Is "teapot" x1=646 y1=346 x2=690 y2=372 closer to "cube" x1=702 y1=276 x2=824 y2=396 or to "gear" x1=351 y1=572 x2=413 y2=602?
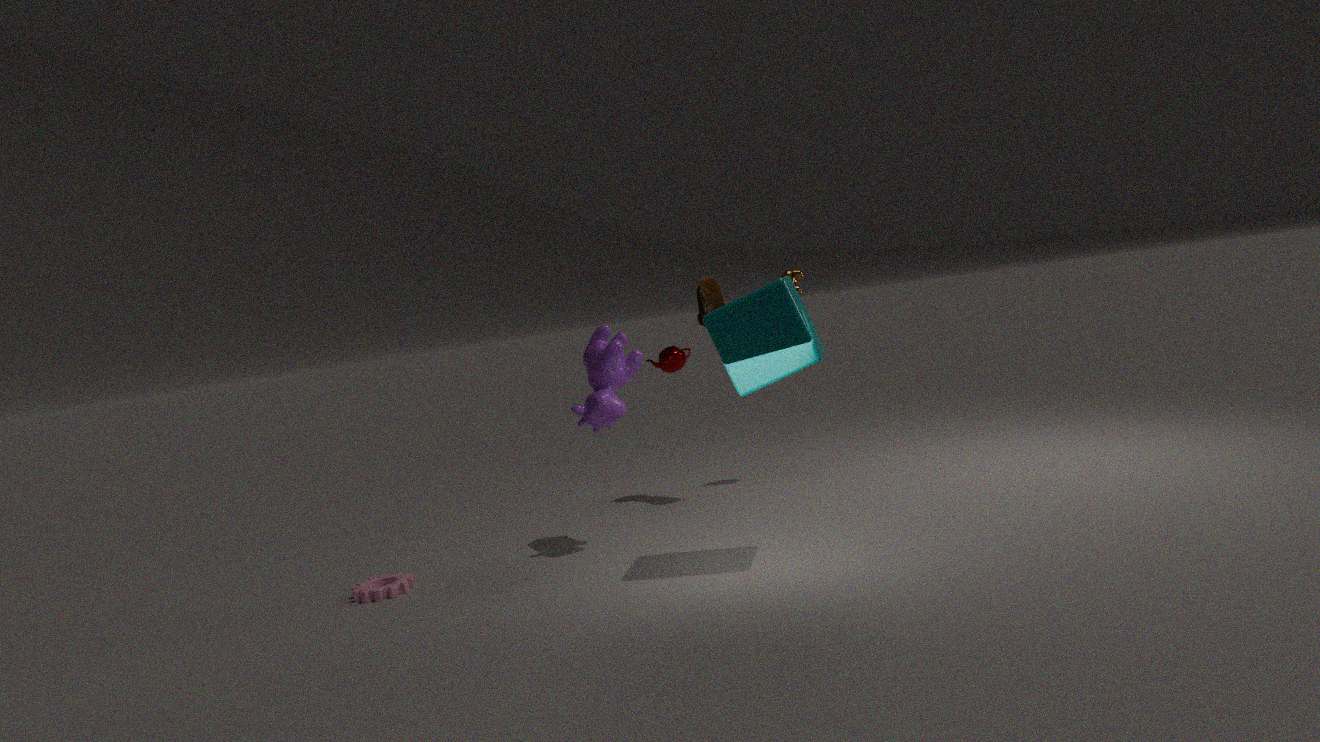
"cube" x1=702 y1=276 x2=824 y2=396
